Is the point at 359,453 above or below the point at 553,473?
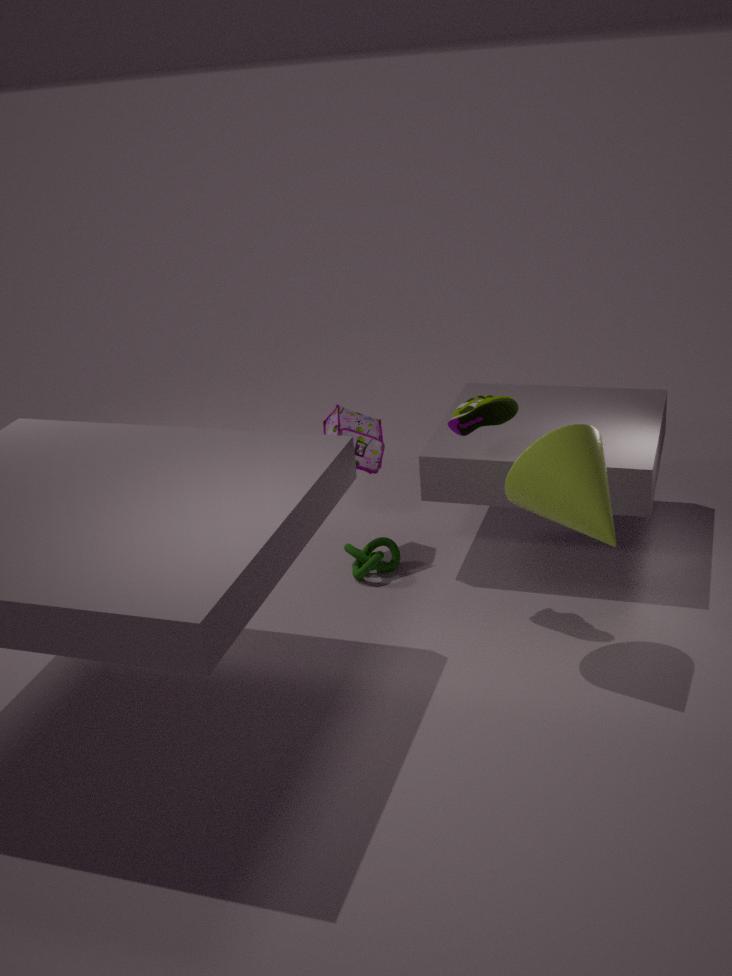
below
